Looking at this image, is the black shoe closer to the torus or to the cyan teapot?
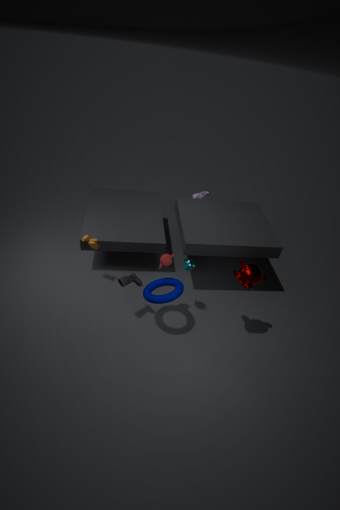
the torus
